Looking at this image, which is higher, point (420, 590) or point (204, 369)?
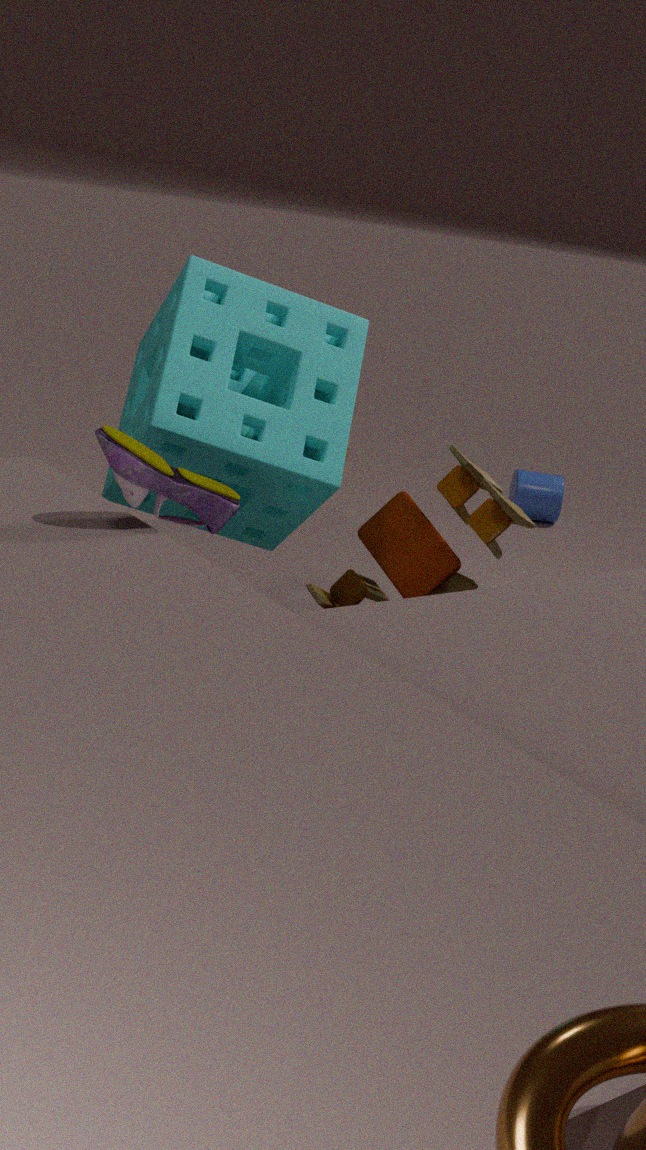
point (204, 369)
